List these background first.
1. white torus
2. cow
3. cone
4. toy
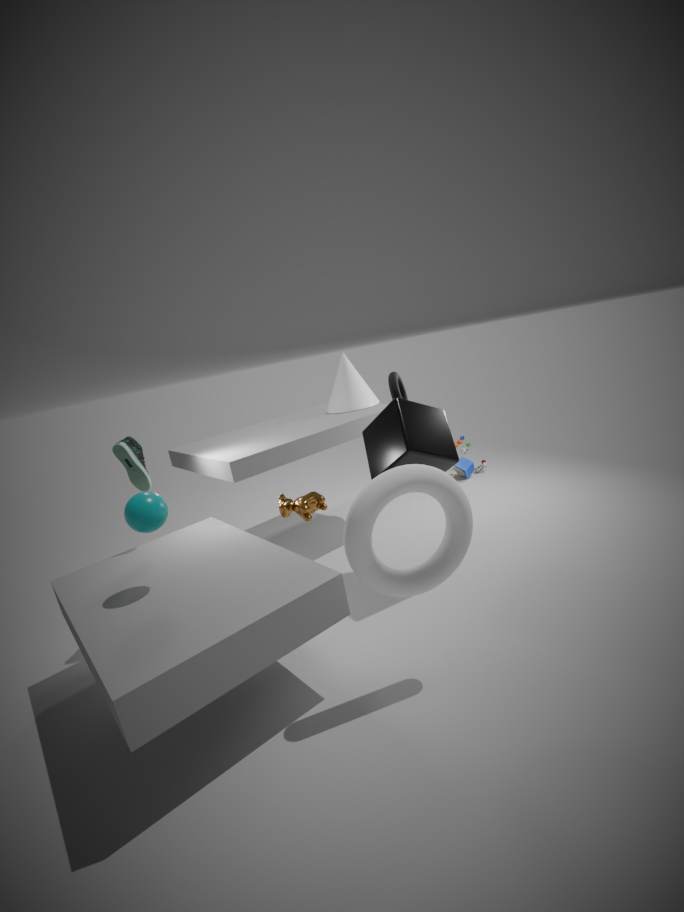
1. toy
2. cone
3. cow
4. white torus
